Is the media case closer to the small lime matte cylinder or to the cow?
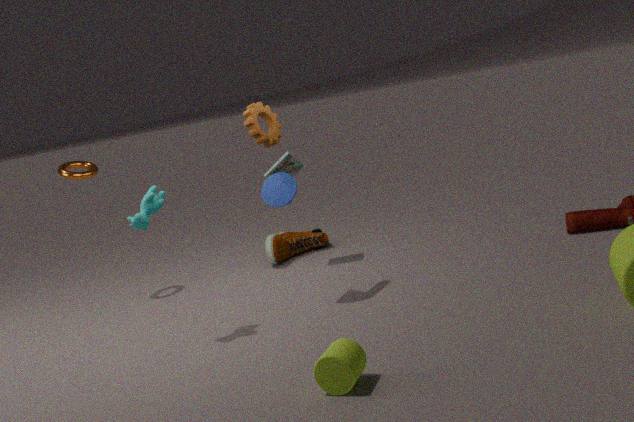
the cow
